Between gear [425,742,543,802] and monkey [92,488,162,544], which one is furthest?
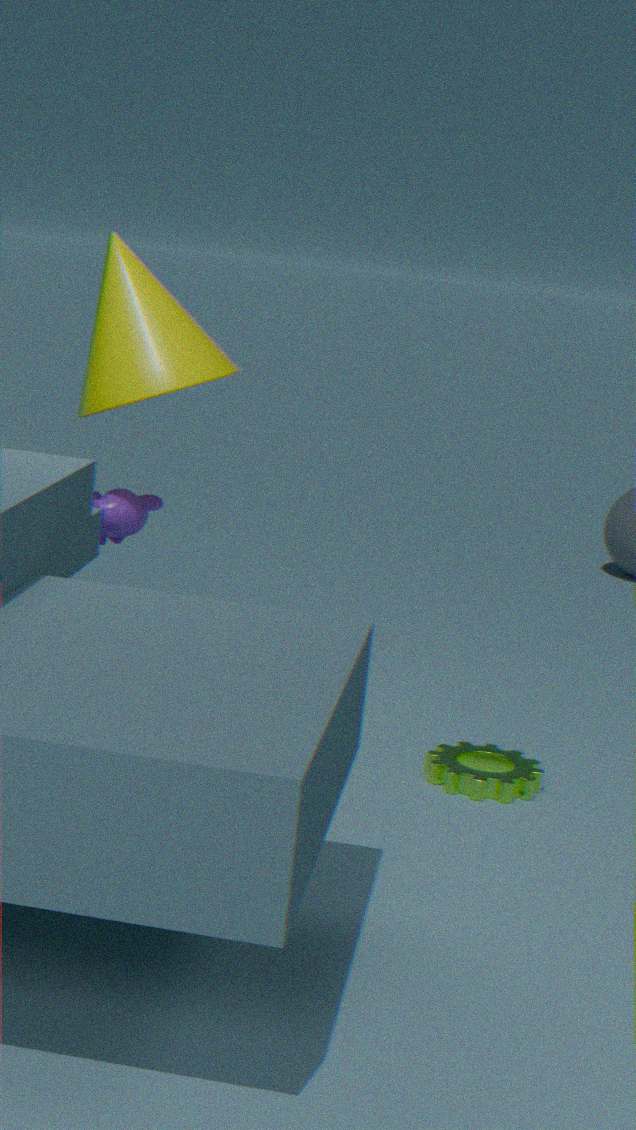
monkey [92,488,162,544]
